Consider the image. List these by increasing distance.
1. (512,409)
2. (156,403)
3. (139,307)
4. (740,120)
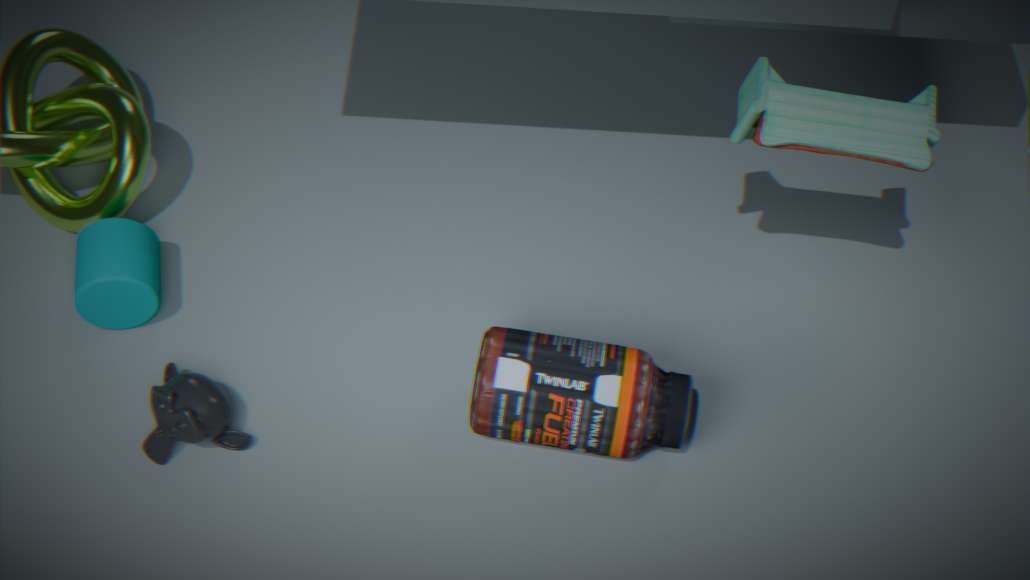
(512,409), (156,403), (740,120), (139,307)
